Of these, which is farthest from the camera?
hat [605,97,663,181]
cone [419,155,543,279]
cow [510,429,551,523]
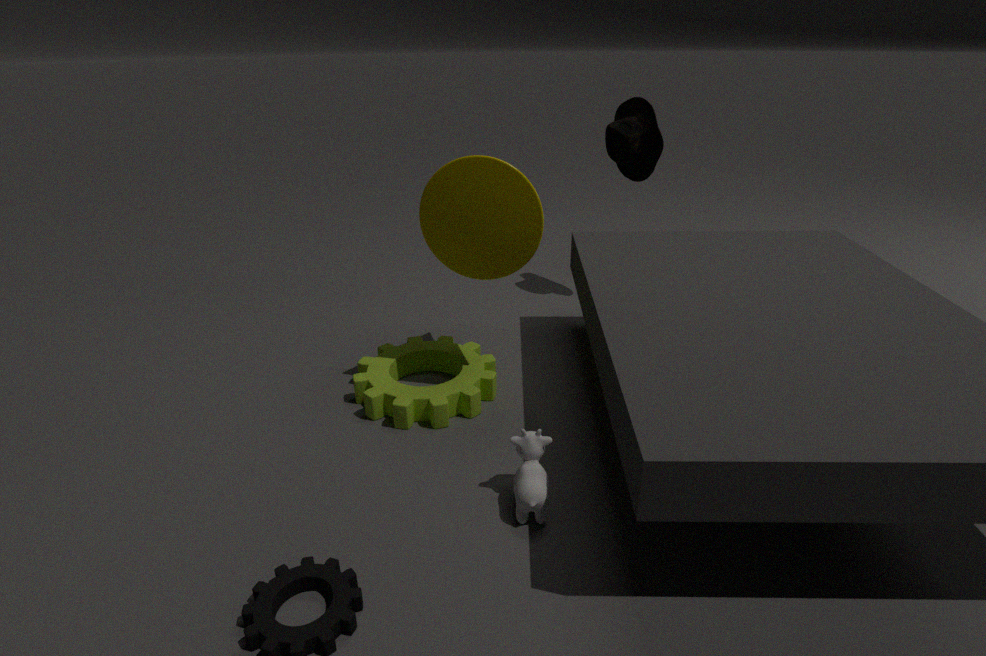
hat [605,97,663,181]
